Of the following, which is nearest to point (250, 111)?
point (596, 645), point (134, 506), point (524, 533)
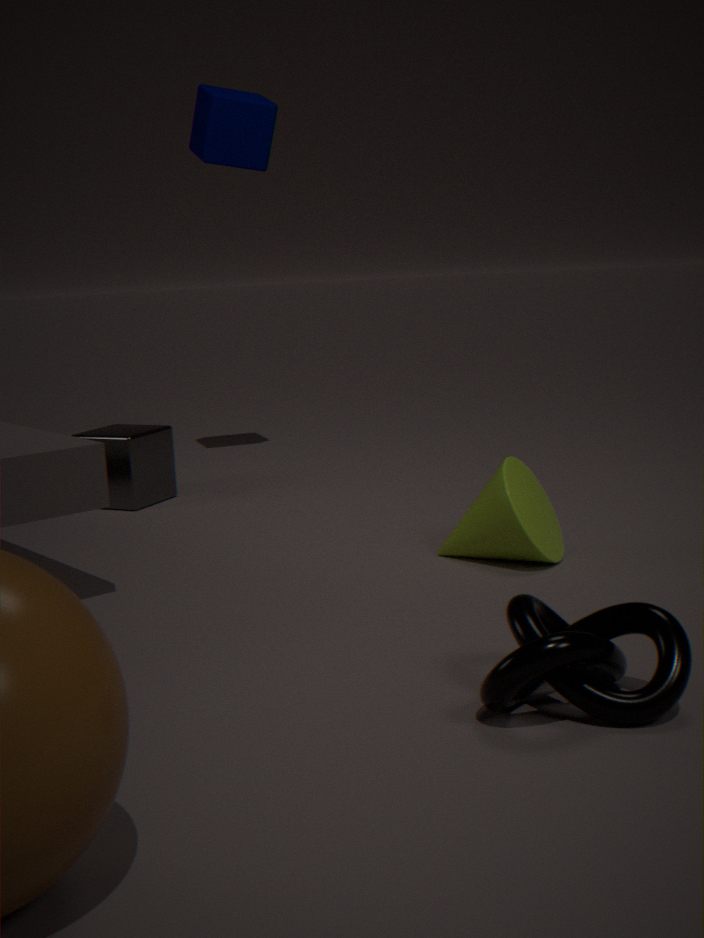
point (134, 506)
